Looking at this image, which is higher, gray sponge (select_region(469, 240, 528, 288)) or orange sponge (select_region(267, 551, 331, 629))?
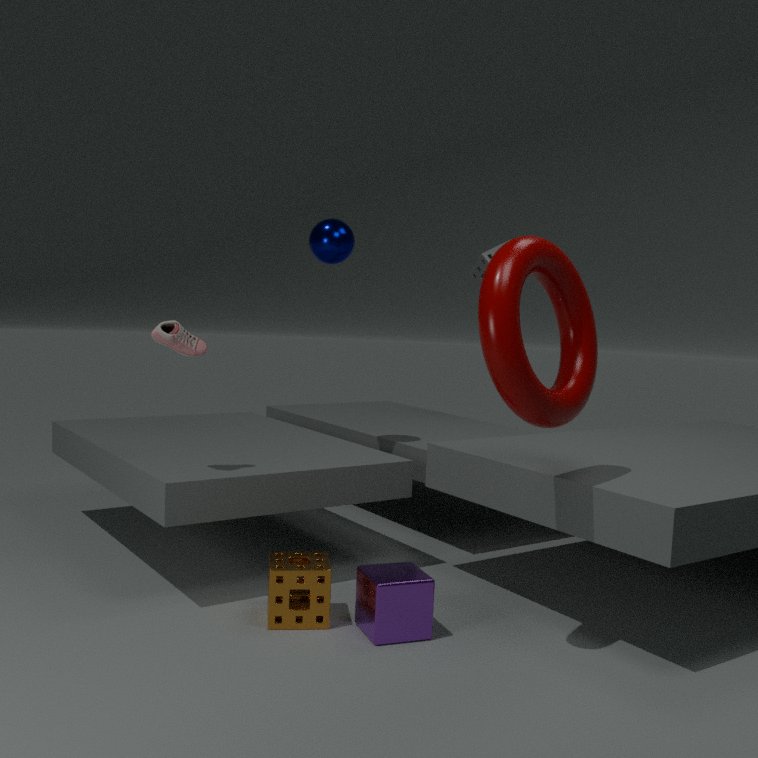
gray sponge (select_region(469, 240, 528, 288))
